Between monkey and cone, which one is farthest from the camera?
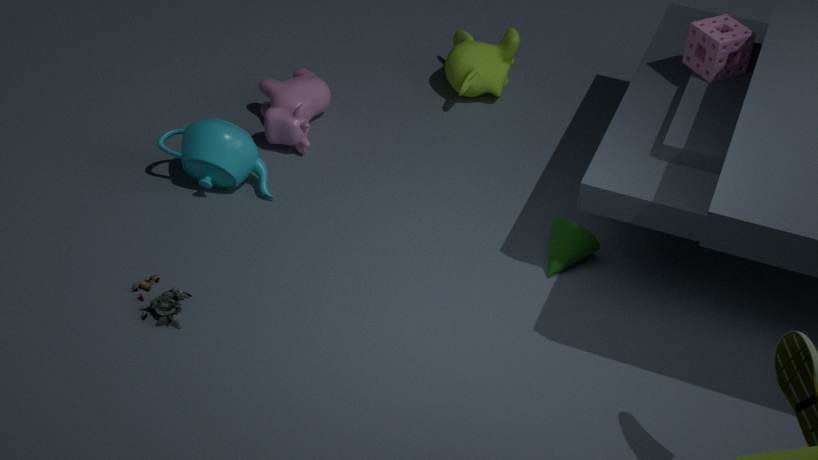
monkey
